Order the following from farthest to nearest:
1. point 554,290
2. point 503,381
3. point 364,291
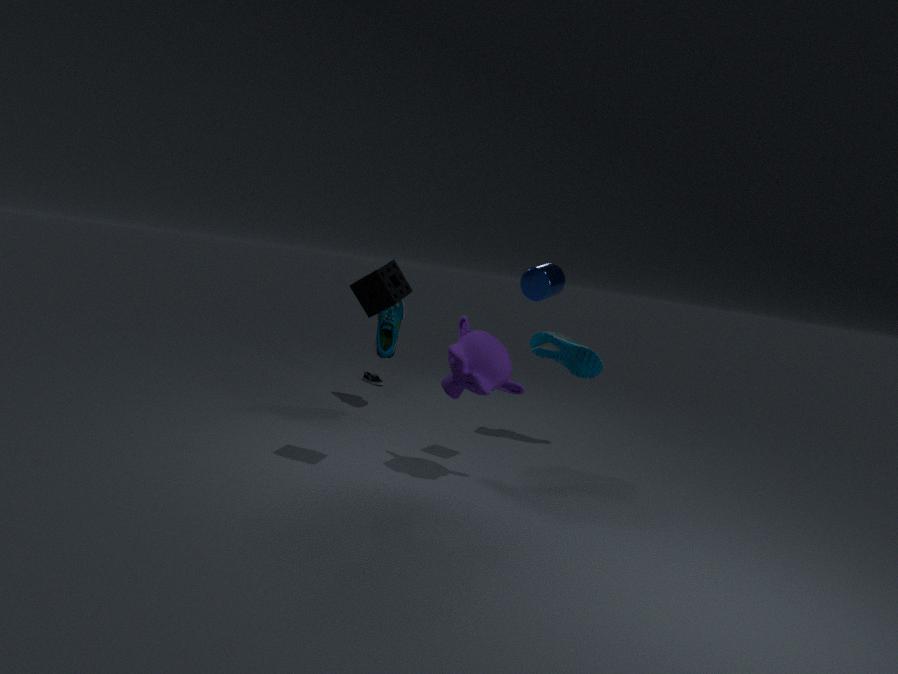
point 554,290 → point 503,381 → point 364,291
